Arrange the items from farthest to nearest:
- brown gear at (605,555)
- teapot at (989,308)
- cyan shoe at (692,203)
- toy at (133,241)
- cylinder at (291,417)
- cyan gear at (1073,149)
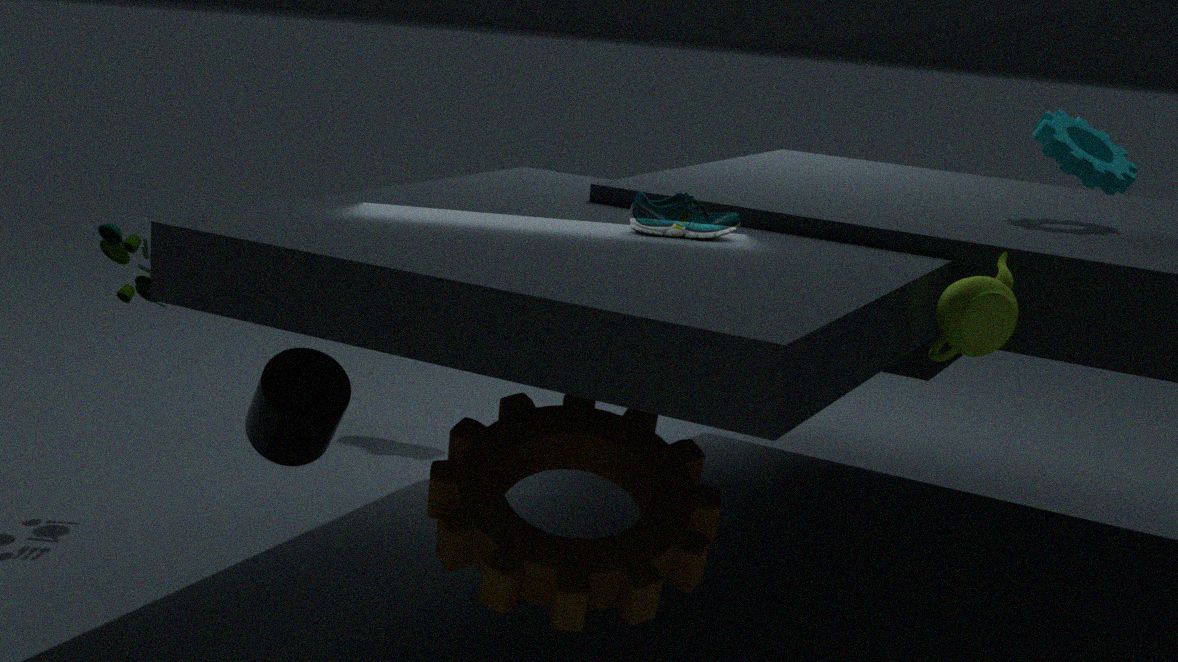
cyan gear at (1073,149), toy at (133,241), cyan shoe at (692,203), teapot at (989,308), cylinder at (291,417), brown gear at (605,555)
